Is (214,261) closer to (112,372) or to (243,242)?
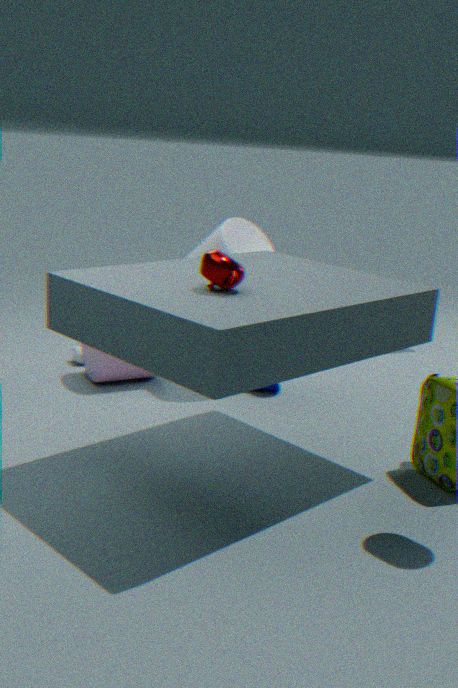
(243,242)
